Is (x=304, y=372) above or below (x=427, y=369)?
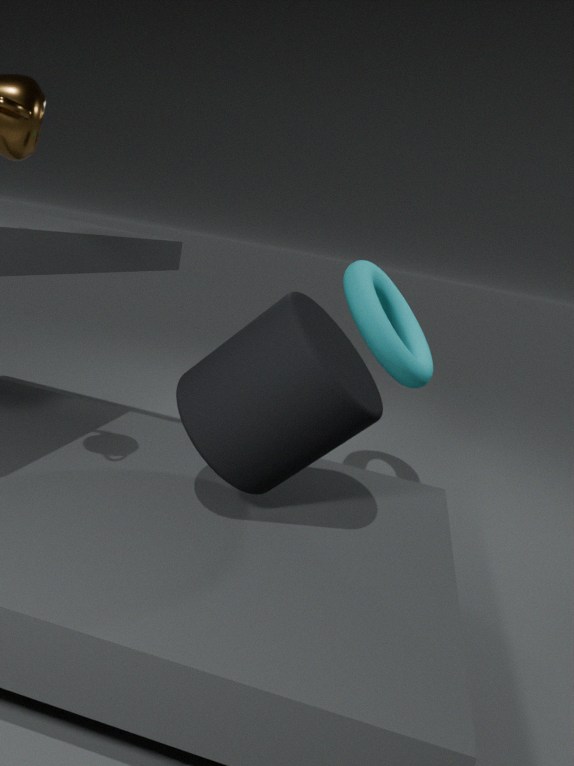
below
